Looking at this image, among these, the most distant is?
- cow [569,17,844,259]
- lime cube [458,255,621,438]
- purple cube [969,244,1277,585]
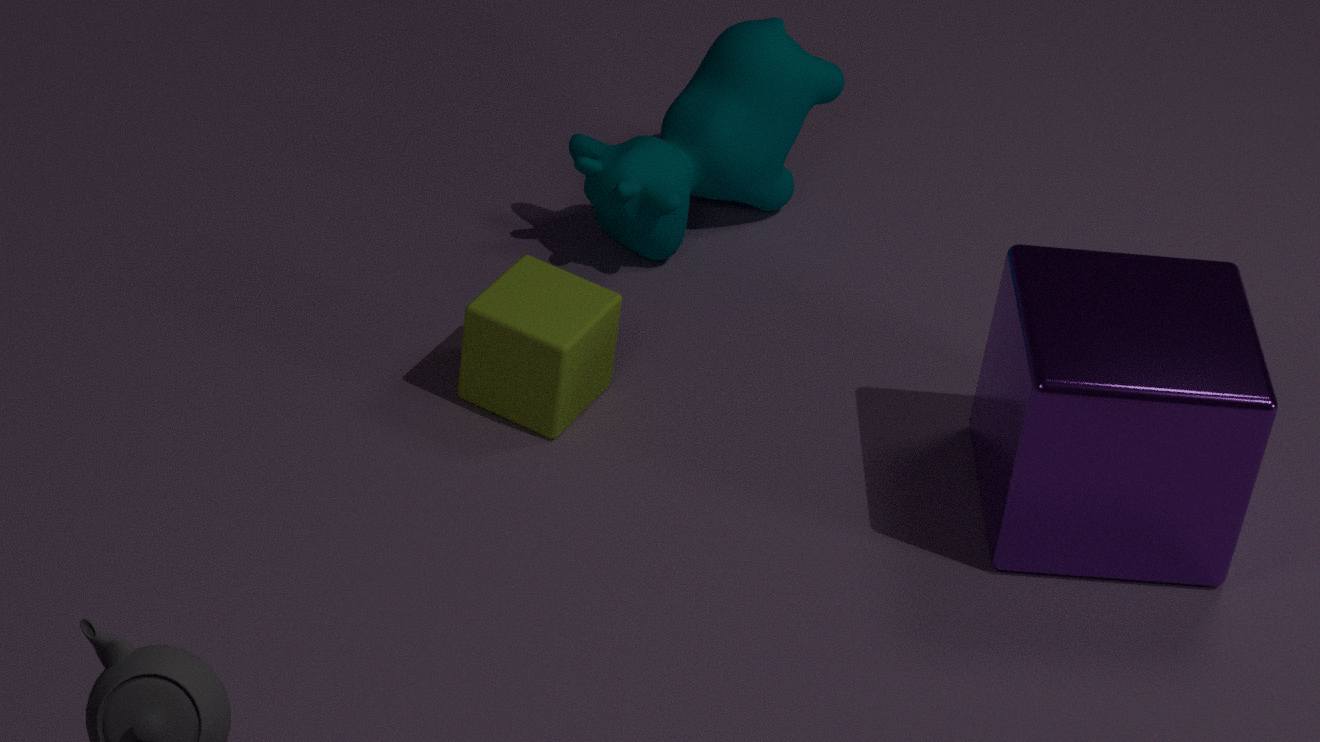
cow [569,17,844,259]
